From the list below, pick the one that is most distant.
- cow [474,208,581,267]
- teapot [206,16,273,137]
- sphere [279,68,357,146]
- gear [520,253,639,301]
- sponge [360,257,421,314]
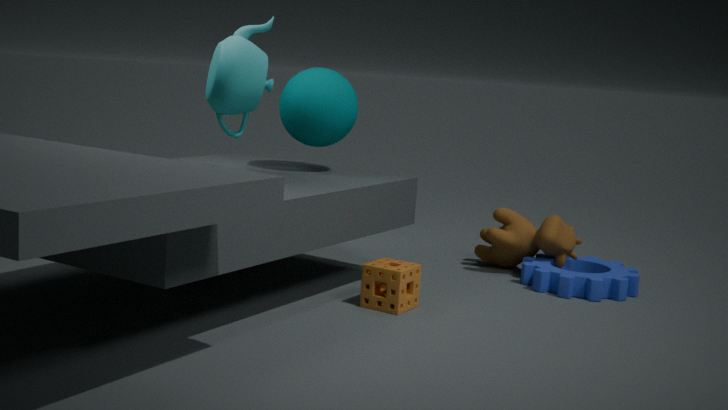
cow [474,208,581,267]
